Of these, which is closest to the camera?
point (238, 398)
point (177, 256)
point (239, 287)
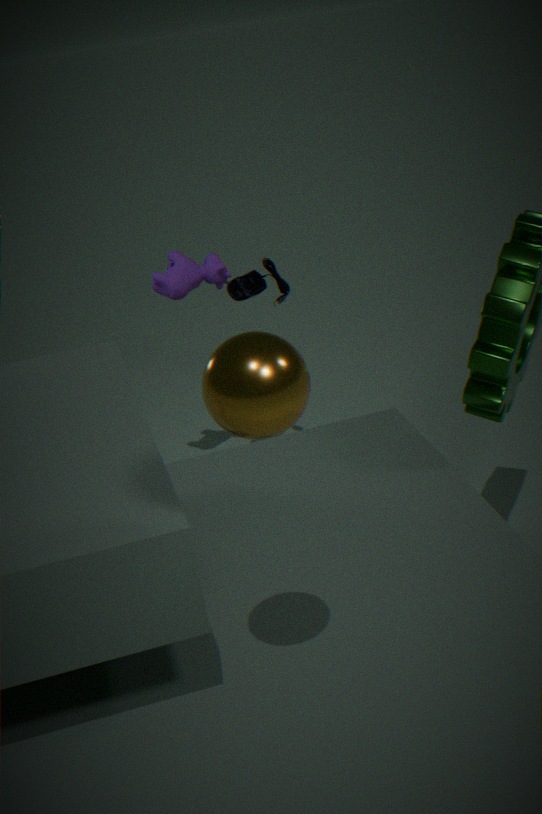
point (238, 398)
